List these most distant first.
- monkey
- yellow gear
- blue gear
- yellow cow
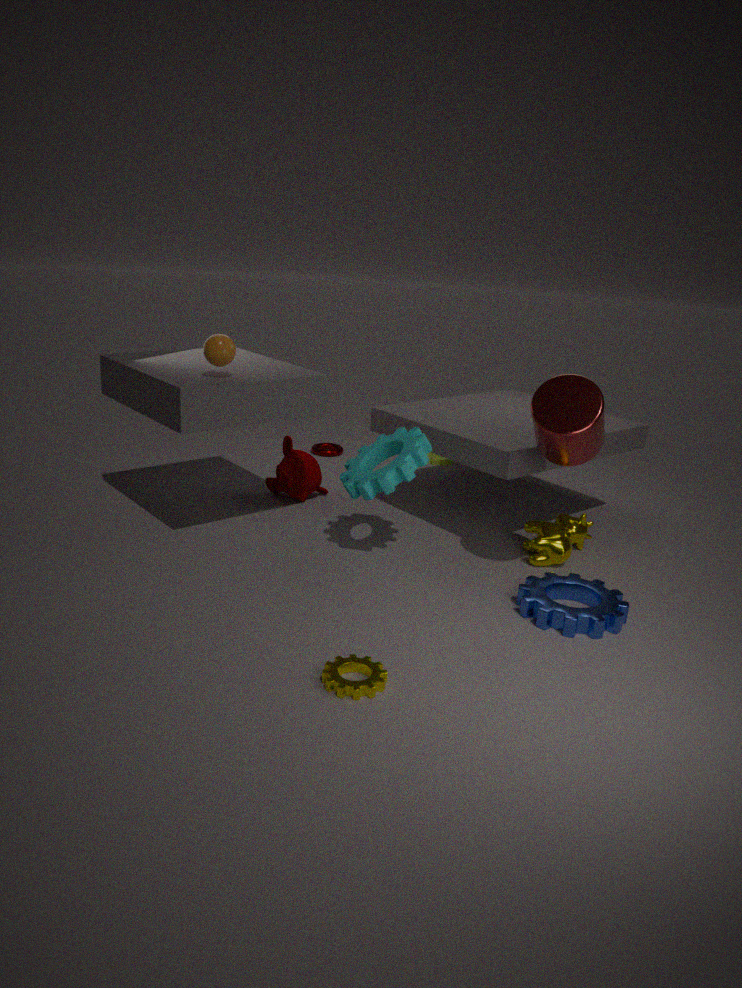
1. monkey
2. yellow cow
3. blue gear
4. yellow gear
